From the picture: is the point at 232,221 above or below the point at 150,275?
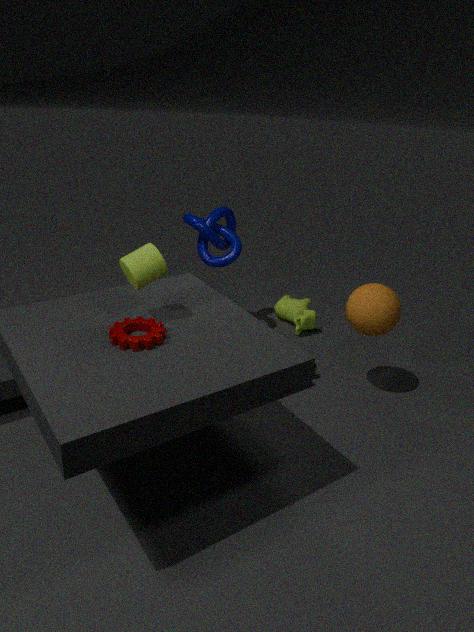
below
